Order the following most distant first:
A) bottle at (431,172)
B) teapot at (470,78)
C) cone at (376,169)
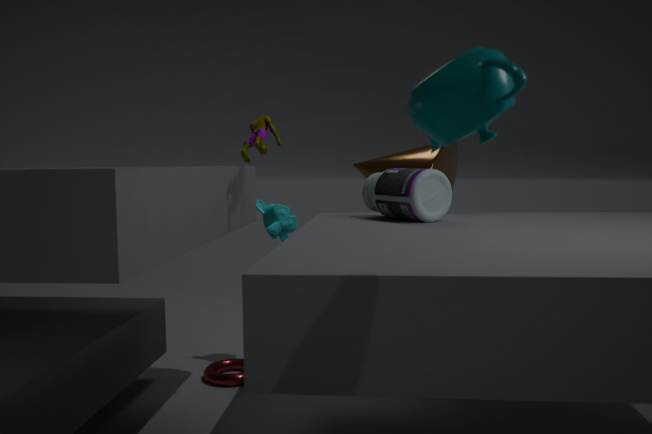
cone at (376,169)
bottle at (431,172)
teapot at (470,78)
